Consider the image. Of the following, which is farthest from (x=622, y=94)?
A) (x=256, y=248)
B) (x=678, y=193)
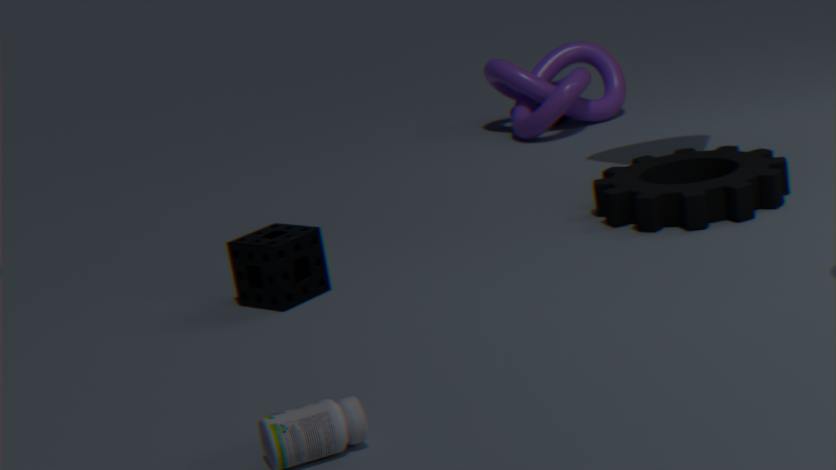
(x=256, y=248)
